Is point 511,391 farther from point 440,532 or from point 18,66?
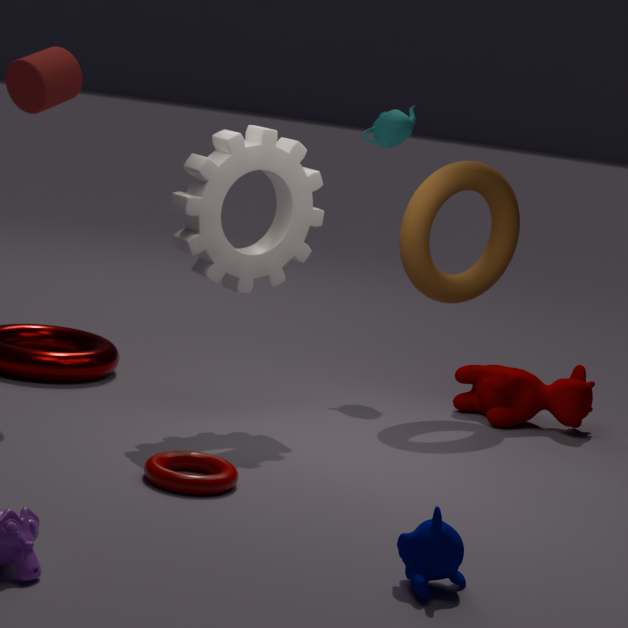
point 18,66
